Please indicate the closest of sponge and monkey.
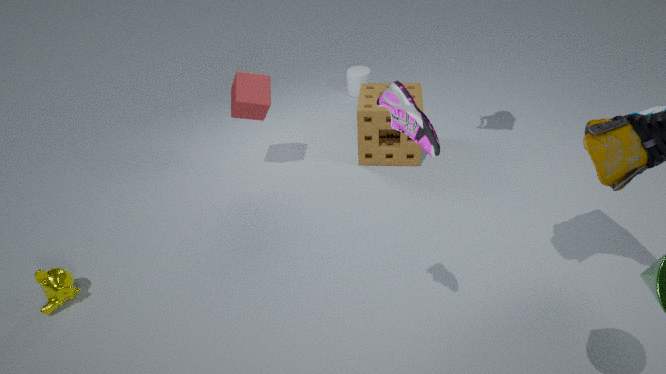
monkey
